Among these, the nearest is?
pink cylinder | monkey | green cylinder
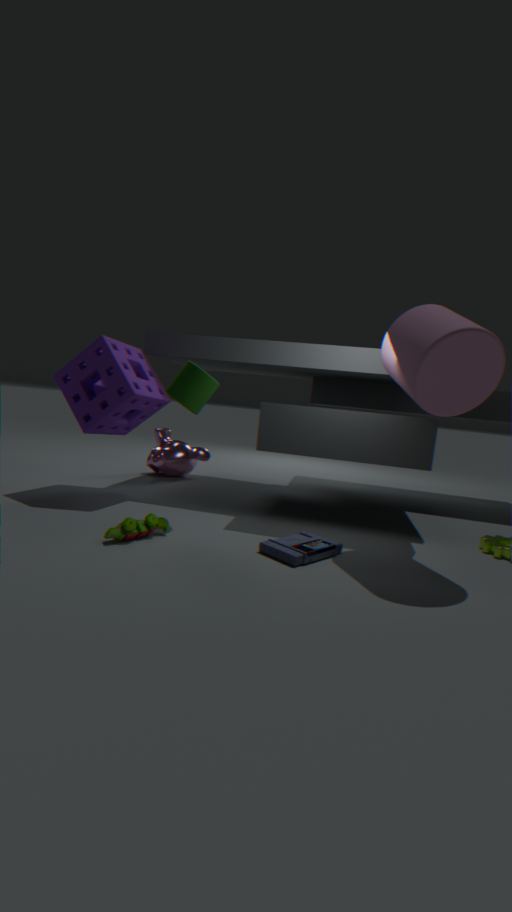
pink cylinder
